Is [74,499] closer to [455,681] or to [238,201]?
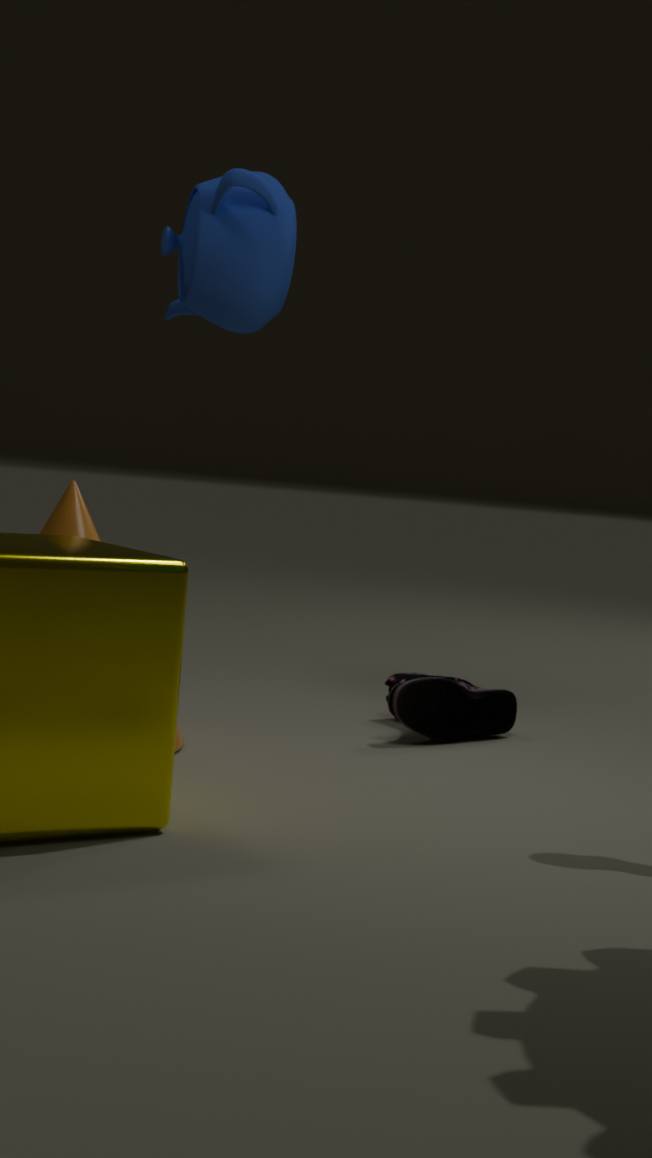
[455,681]
